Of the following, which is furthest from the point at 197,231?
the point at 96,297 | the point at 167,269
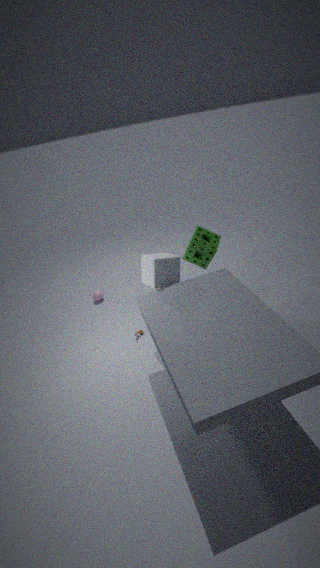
the point at 96,297
